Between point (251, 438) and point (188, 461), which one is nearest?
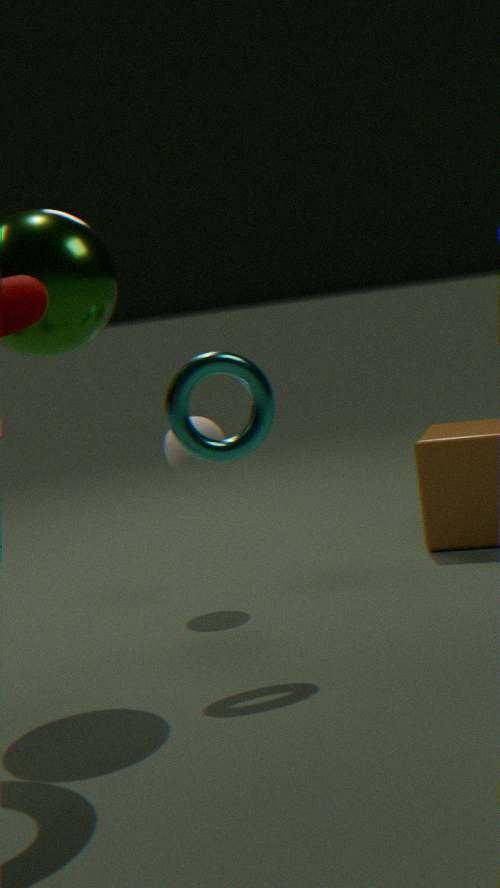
point (251, 438)
